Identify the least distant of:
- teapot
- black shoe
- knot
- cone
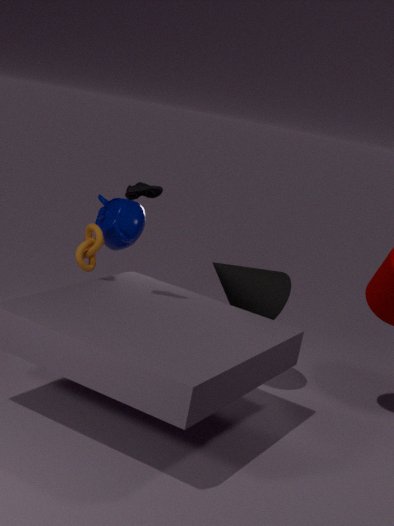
black shoe
